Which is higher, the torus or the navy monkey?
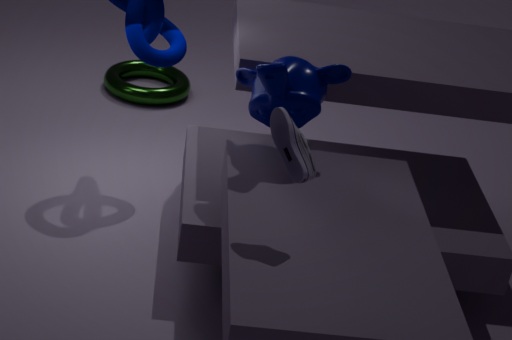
the navy monkey
